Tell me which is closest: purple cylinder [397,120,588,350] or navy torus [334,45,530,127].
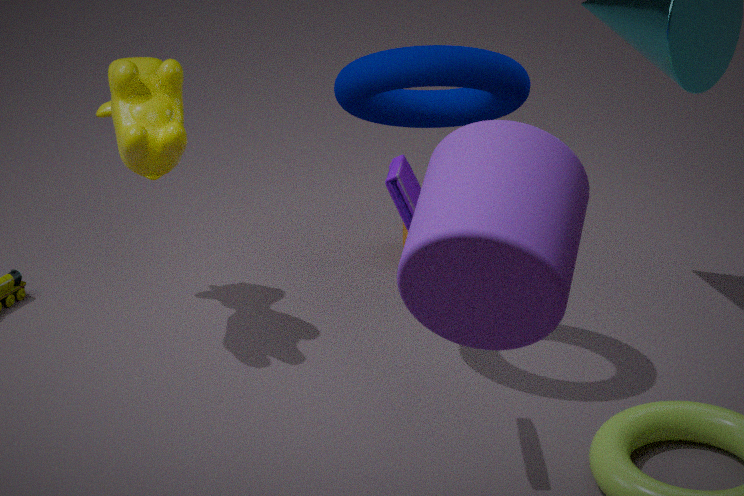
purple cylinder [397,120,588,350]
